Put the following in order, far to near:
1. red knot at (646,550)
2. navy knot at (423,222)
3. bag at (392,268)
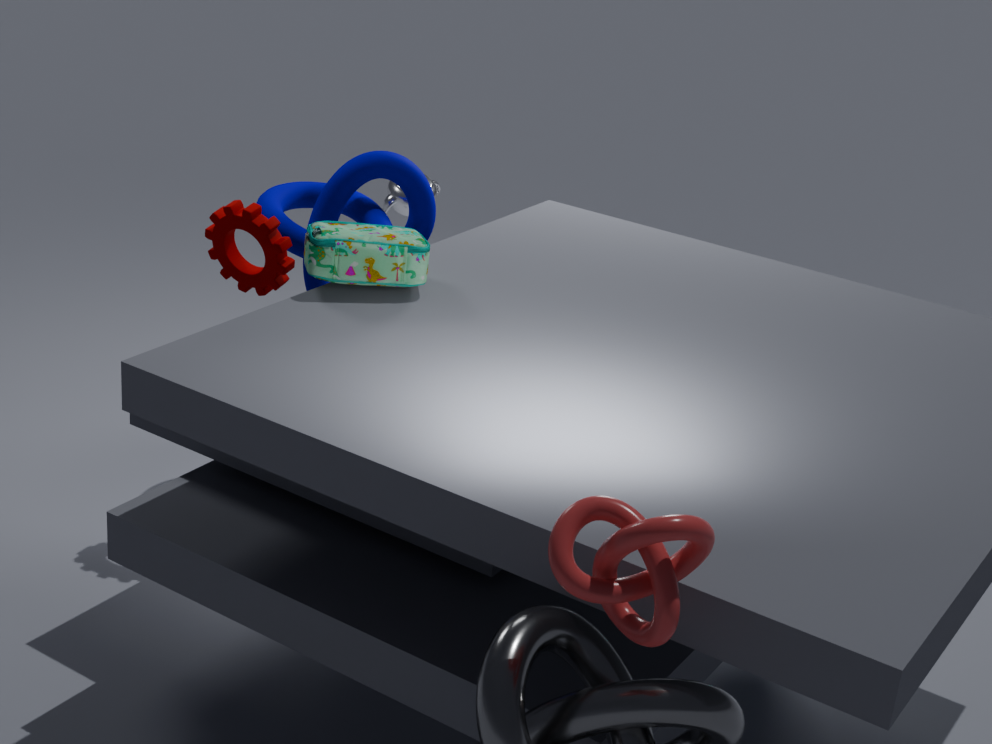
navy knot at (423,222), bag at (392,268), red knot at (646,550)
